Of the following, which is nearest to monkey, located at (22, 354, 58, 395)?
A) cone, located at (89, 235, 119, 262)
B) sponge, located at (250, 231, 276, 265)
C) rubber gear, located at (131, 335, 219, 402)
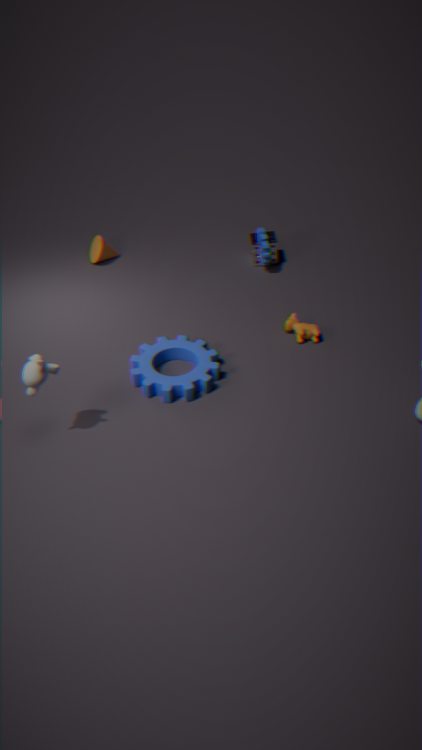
rubber gear, located at (131, 335, 219, 402)
